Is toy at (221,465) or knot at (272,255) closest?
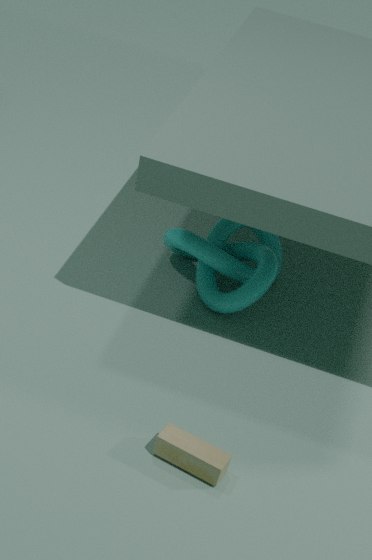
toy at (221,465)
